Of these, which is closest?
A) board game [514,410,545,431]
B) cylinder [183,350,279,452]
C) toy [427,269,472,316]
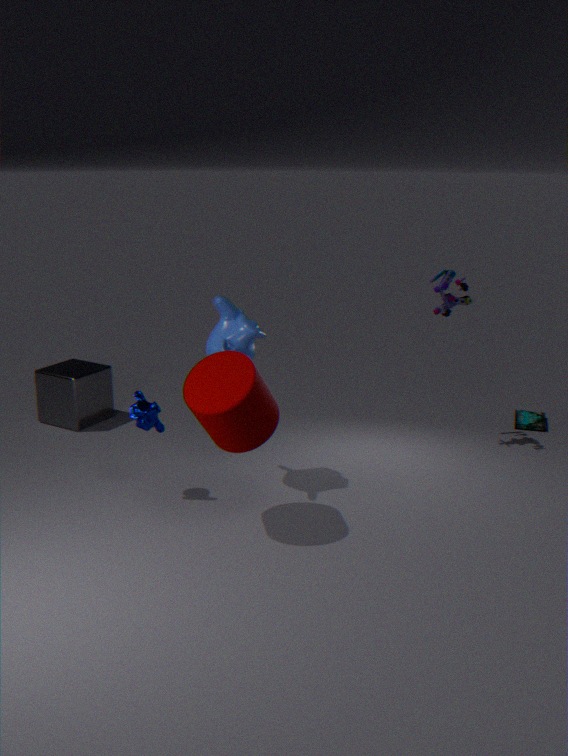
cylinder [183,350,279,452]
